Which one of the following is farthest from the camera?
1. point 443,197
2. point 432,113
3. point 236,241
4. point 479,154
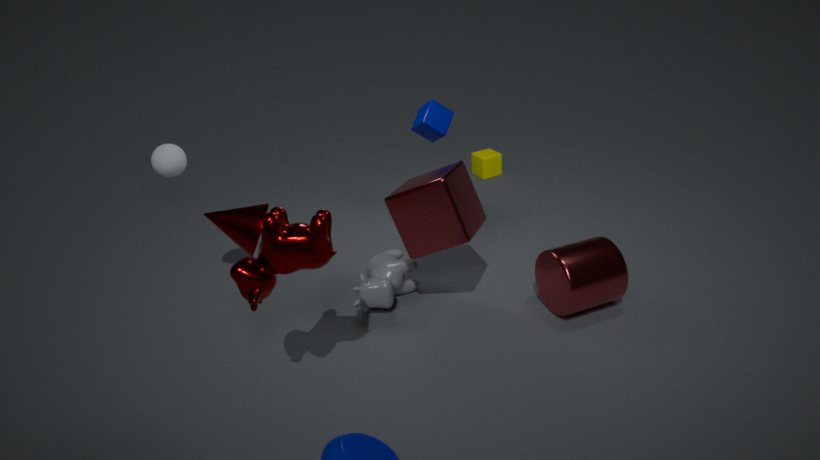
point 479,154
